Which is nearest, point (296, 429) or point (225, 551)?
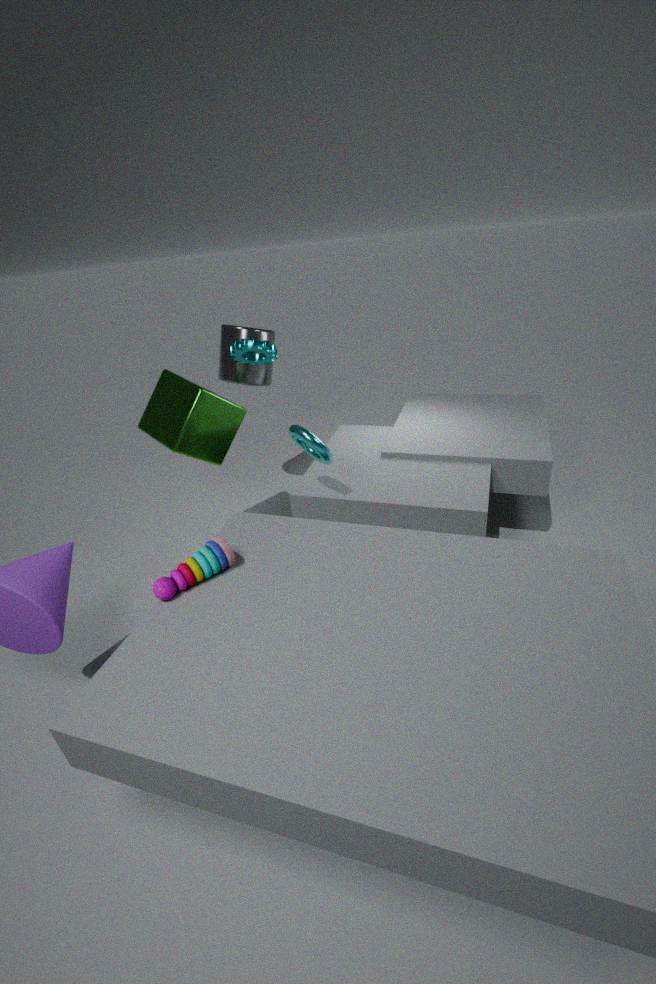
point (225, 551)
